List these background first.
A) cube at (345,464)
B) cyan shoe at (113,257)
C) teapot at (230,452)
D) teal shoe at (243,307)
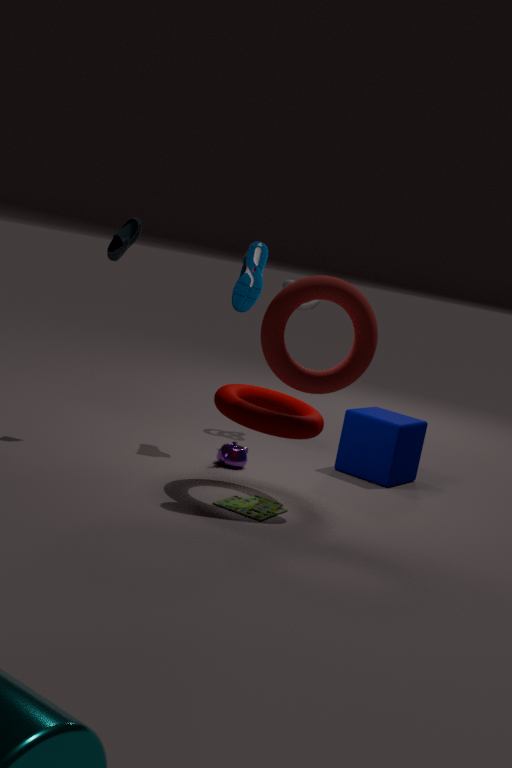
cube at (345,464)
teal shoe at (243,307)
teapot at (230,452)
cyan shoe at (113,257)
